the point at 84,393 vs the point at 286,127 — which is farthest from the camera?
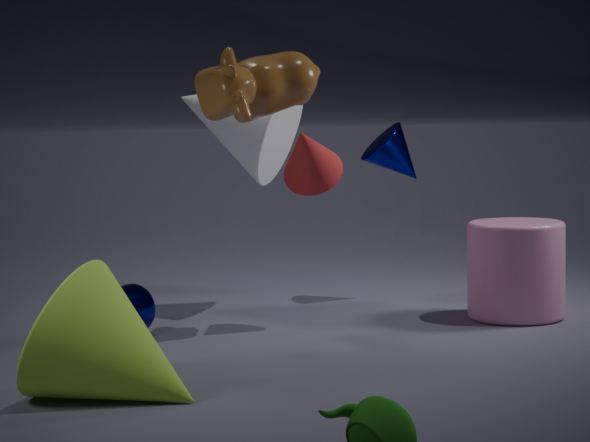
the point at 286,127
